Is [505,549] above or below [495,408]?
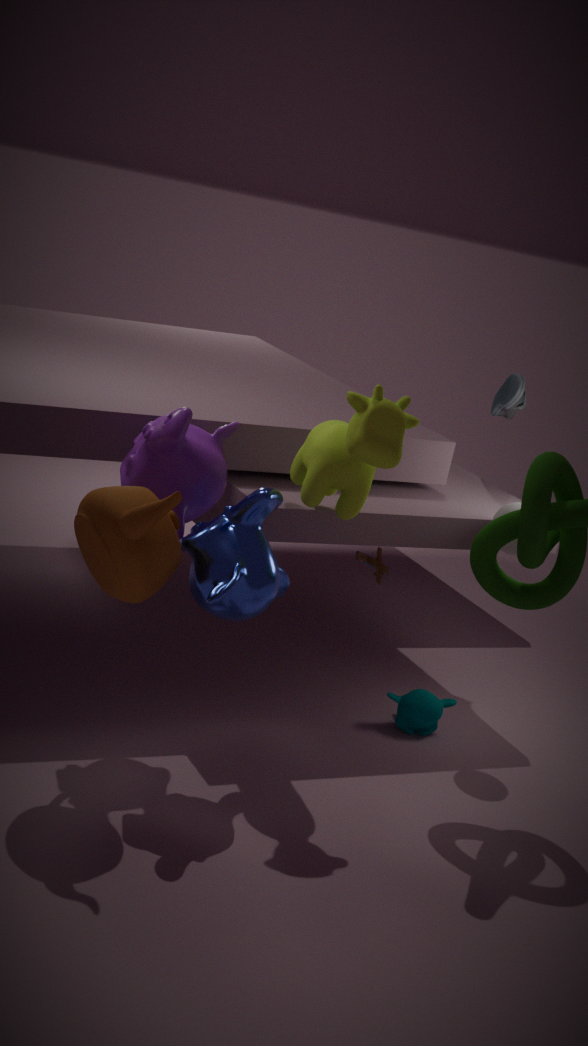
below
